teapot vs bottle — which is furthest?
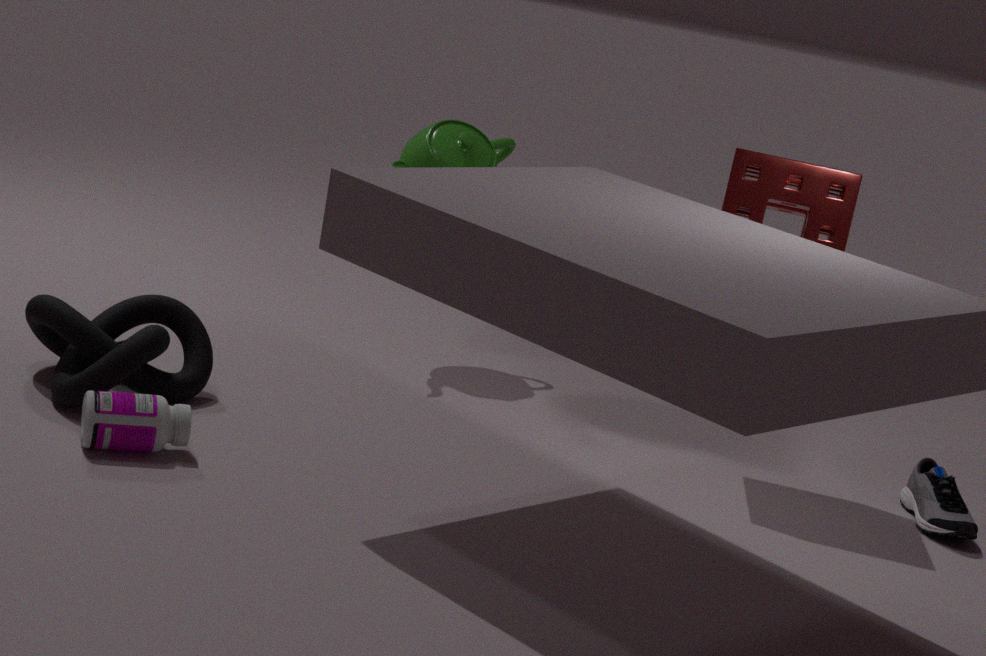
teapot
